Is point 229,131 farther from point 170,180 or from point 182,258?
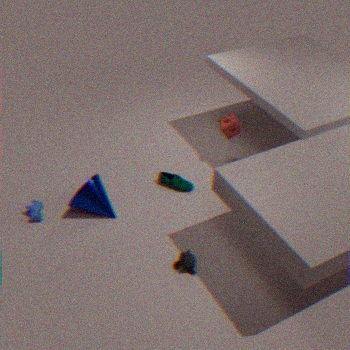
point 182,258
